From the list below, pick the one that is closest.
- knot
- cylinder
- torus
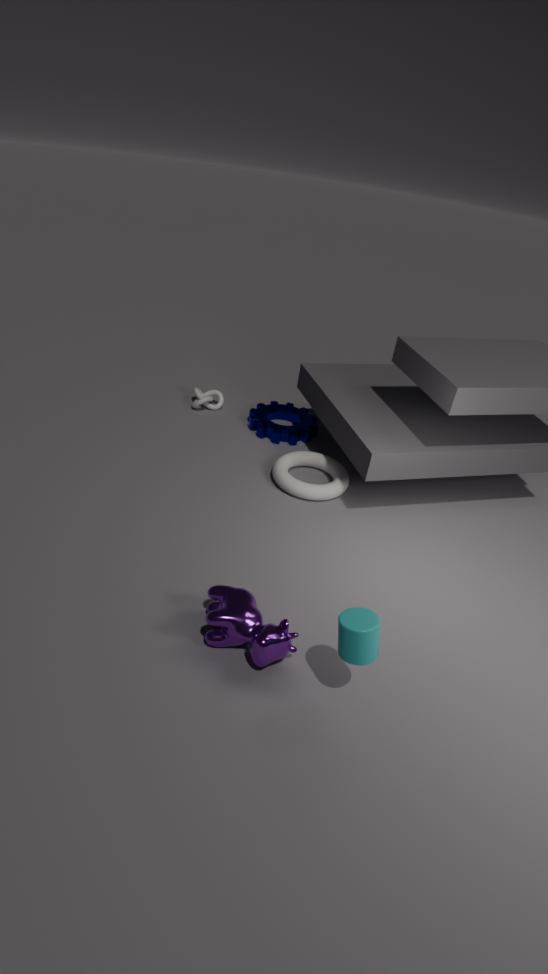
cylinder
